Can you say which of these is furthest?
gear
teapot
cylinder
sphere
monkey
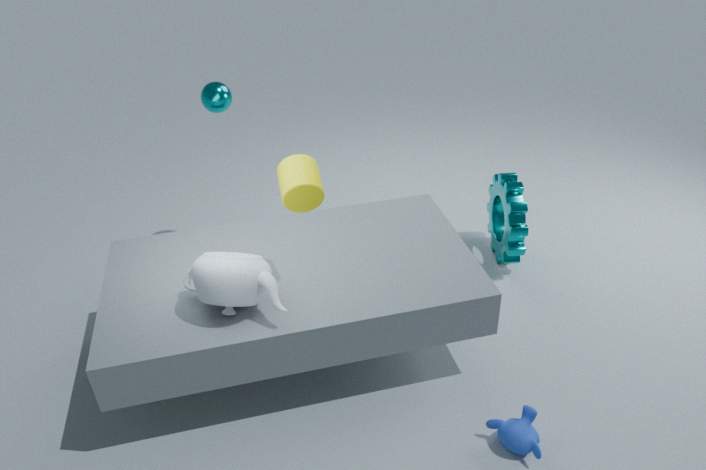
sphere
